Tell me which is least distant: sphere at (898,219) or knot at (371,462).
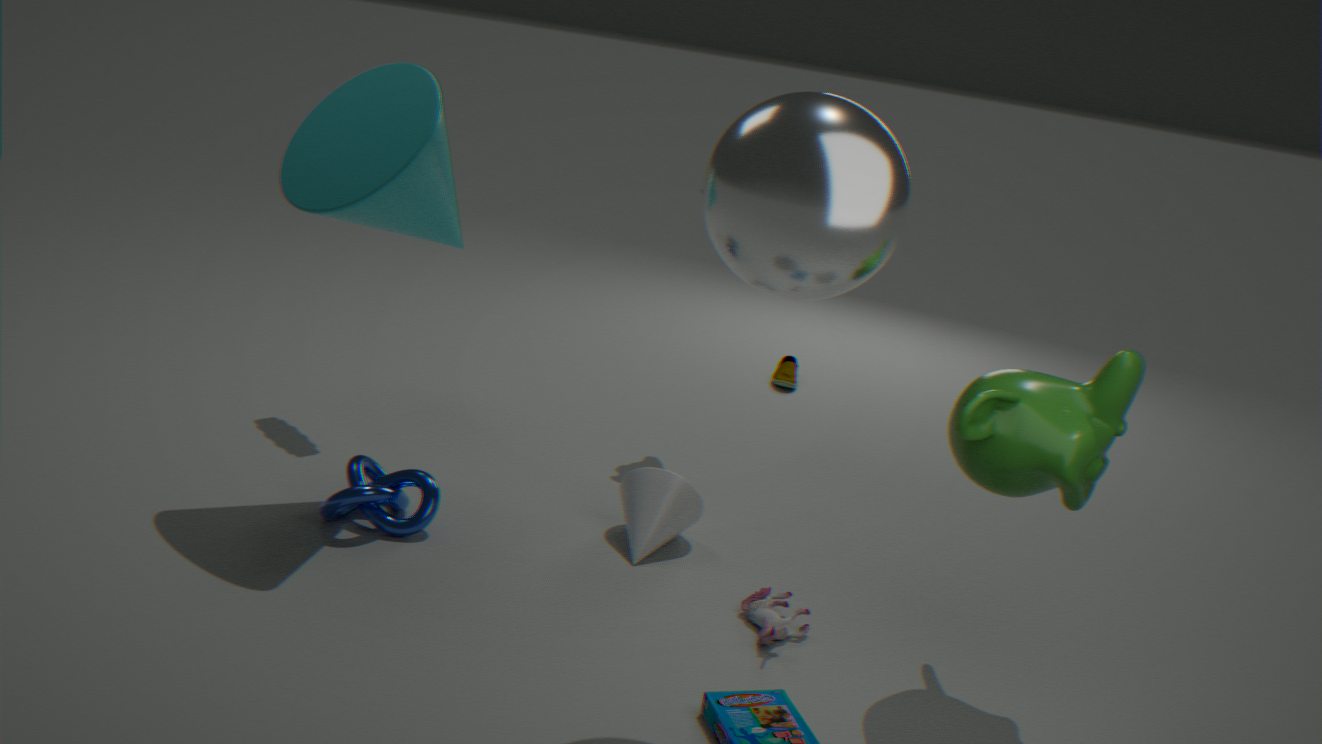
sphere at (898,219)
